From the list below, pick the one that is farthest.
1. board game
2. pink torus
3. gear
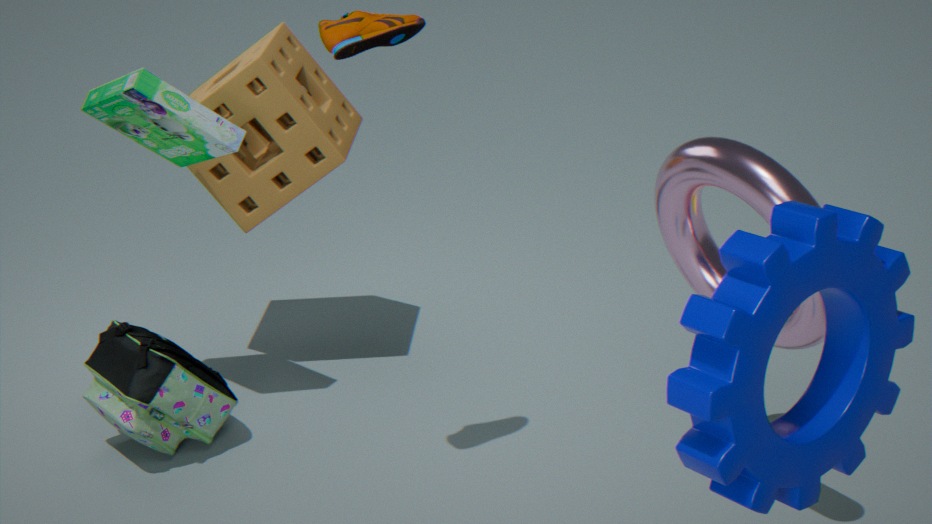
board game
